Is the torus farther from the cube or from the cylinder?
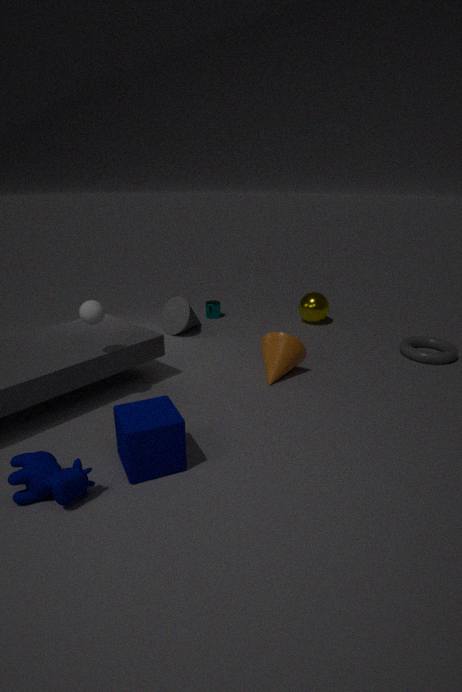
the cube
